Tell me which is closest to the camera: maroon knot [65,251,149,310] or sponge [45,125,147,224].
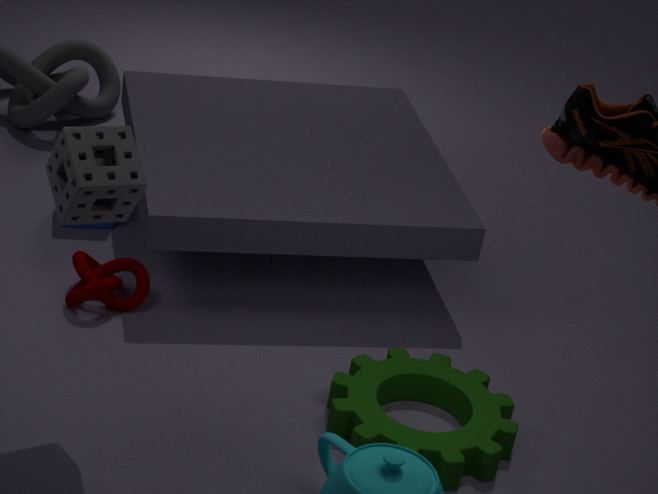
sponge [45,125,147,224]
